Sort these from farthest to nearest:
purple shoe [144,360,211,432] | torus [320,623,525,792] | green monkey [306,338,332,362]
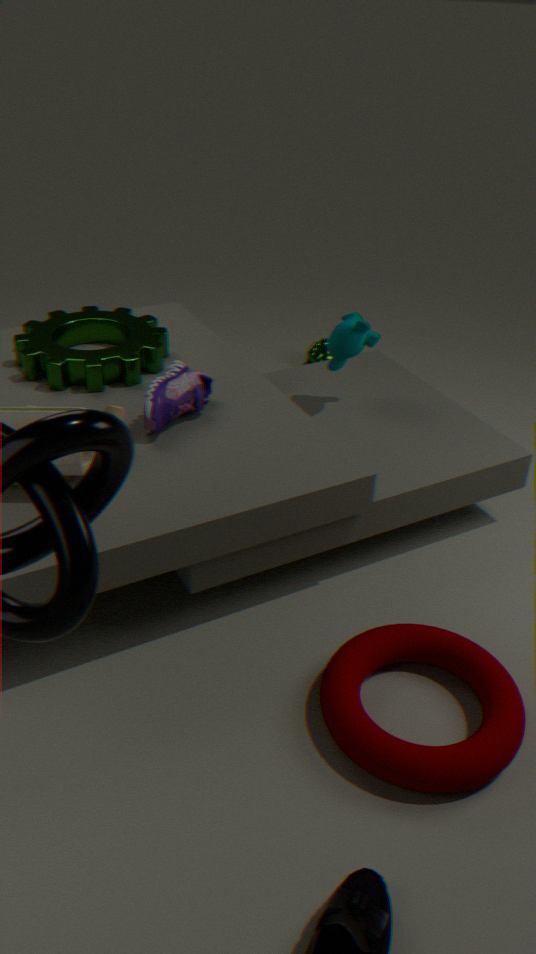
1. green monkey [306,338,332,362]
2. purple shoe [144,360,211,432]
3. torus [320,623,525,792]
